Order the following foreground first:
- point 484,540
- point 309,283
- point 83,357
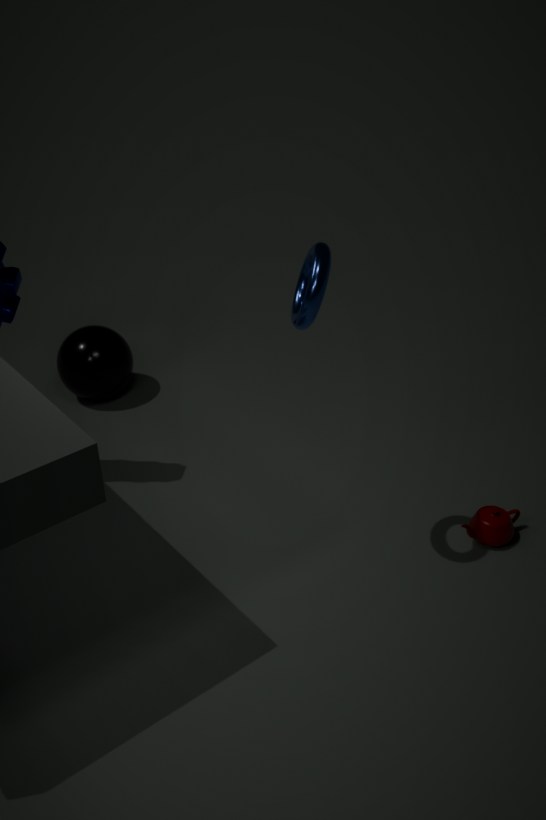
1. point 309,283
2. point 484,540
3. point 83,357
